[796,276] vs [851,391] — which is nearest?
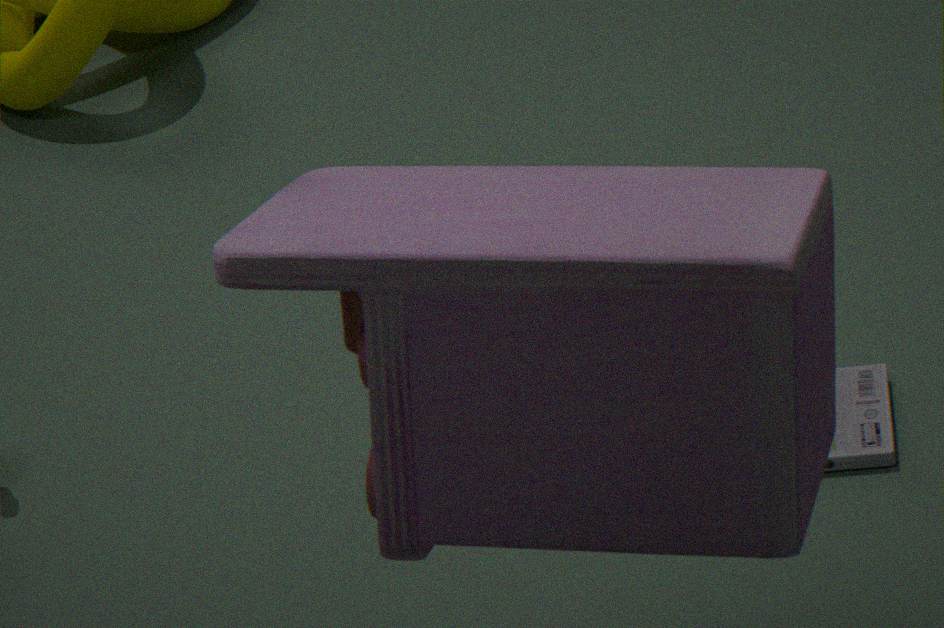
[796,276]
